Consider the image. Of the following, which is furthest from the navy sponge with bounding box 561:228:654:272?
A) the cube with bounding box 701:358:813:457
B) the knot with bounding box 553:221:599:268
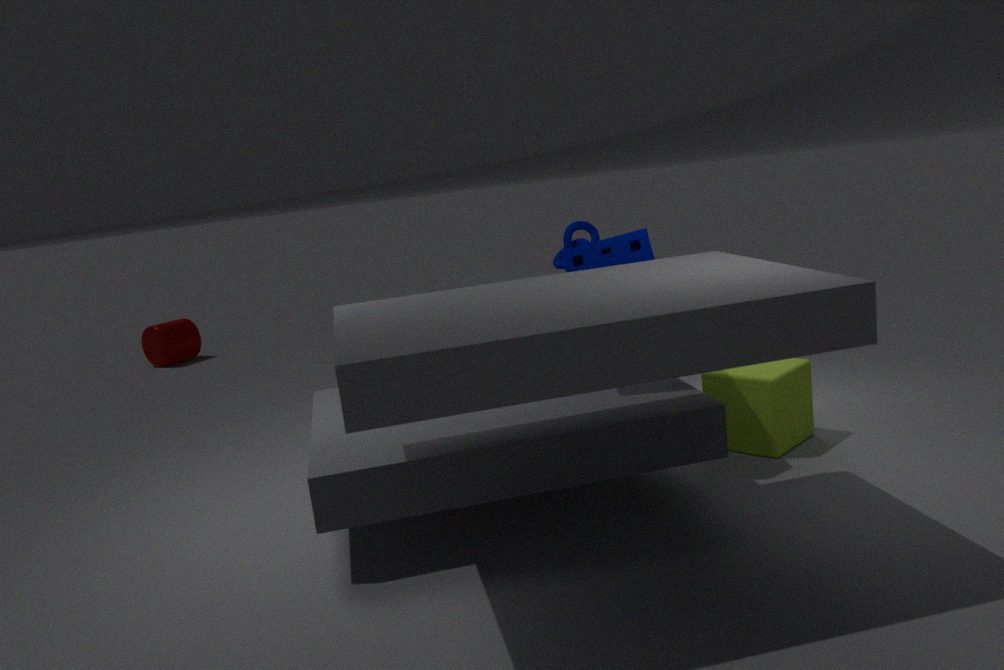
the cube with bounding box 701:358:813:457
